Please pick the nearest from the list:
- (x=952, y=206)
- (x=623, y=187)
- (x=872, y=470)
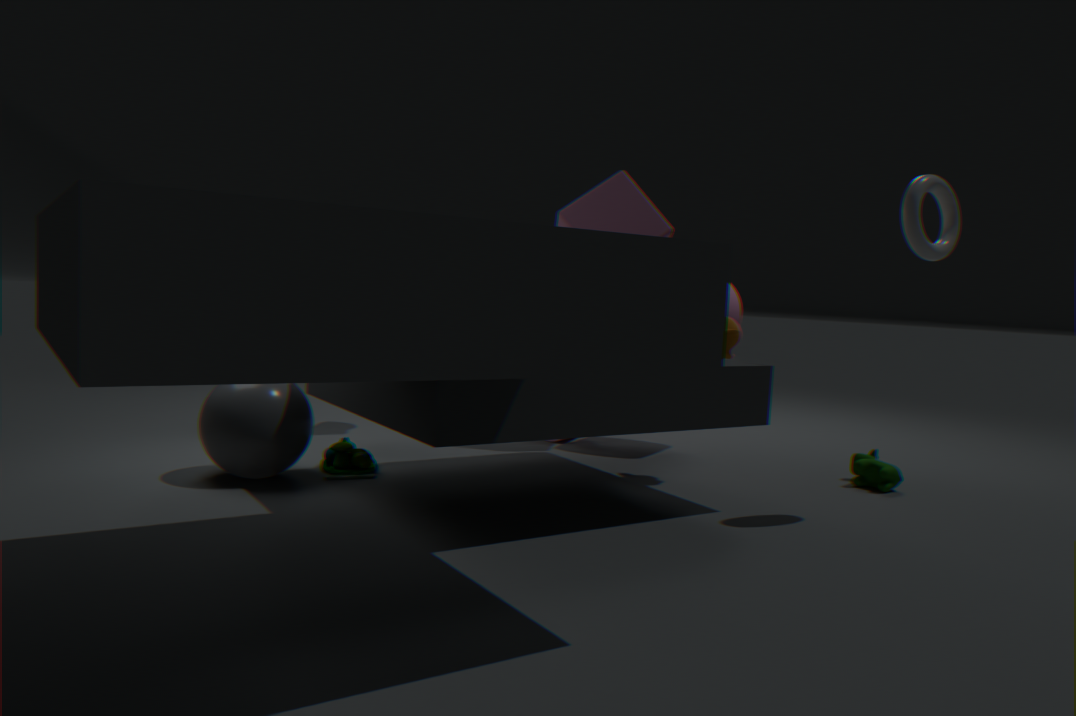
(x=952, y=206)
